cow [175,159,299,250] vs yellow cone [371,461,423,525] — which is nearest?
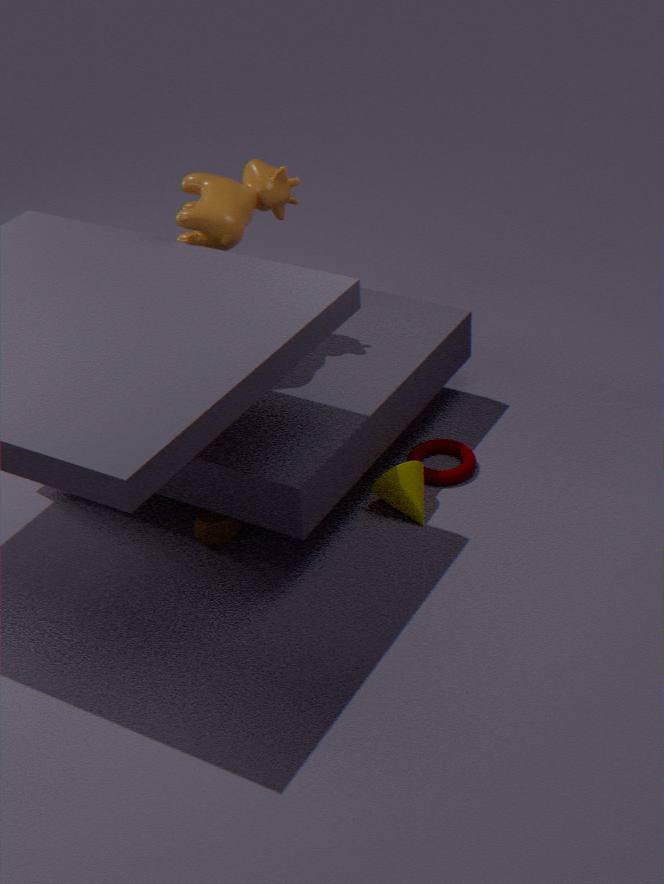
cow [175,159,299,250]
